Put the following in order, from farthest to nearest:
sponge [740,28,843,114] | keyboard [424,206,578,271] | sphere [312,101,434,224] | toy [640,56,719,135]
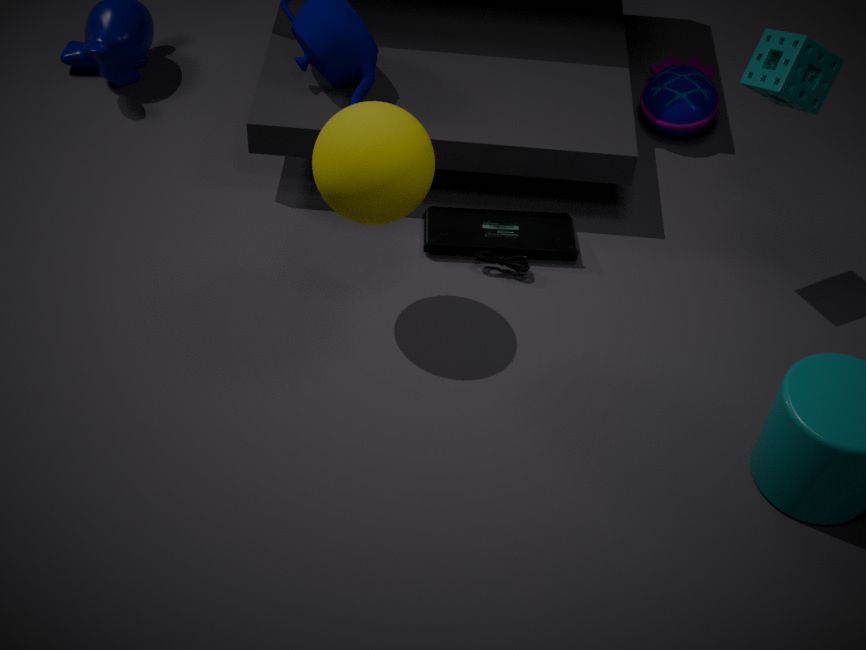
1. toy [640,56,719,135]
2. keyboard [424,206,578,271]
3. sponge [740,28,843,114]
4. sphere [312,101,434,224]
